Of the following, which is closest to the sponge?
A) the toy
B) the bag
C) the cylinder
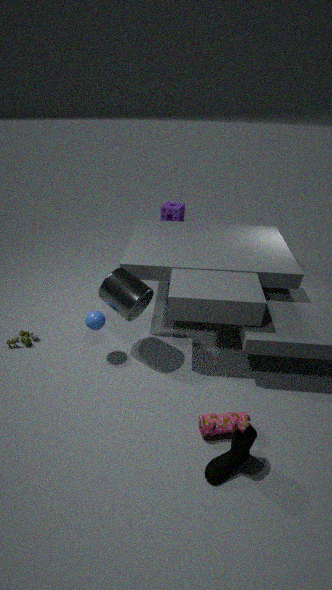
the cylinder
